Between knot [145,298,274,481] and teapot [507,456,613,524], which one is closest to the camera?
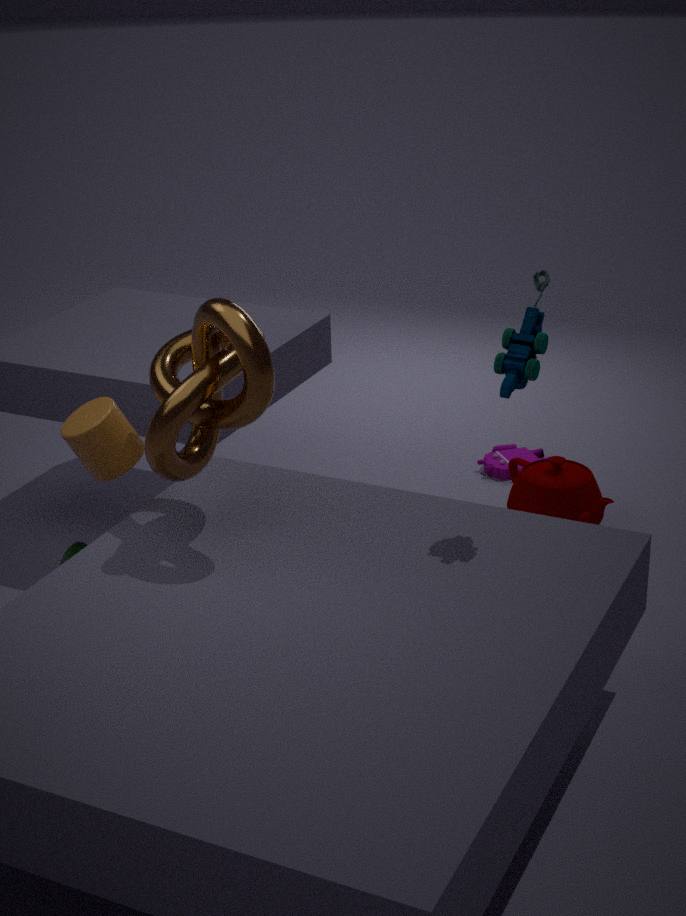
knot [145,298,274,481]
